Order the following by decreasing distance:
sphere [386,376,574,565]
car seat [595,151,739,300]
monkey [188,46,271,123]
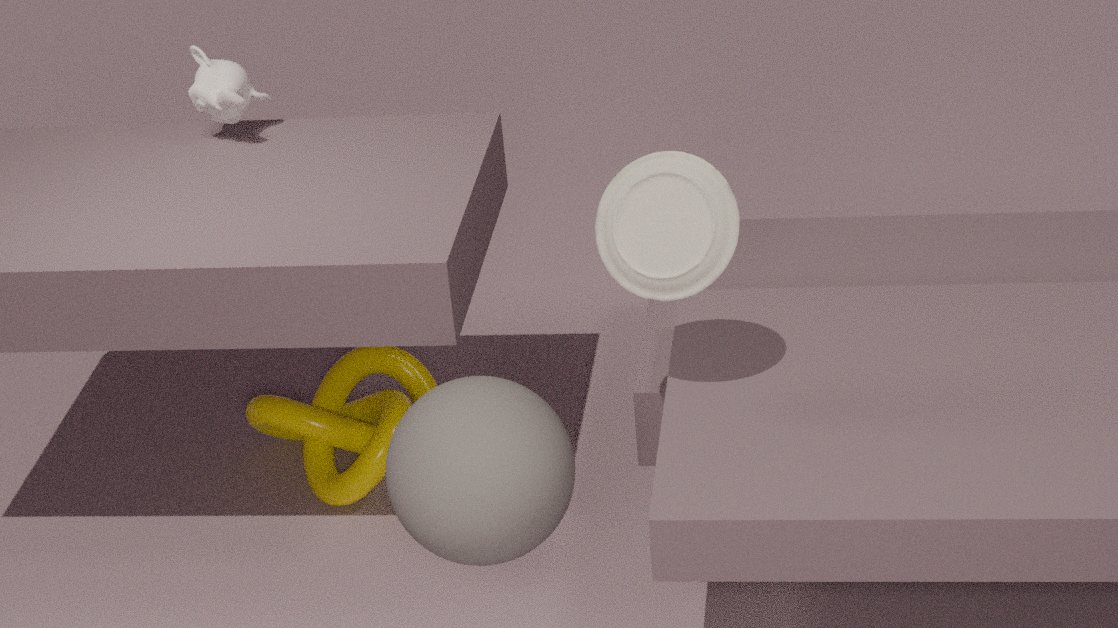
monkey [188,46,271,123], car seat [595,151,739,300], sphere [386,376,574,565]
